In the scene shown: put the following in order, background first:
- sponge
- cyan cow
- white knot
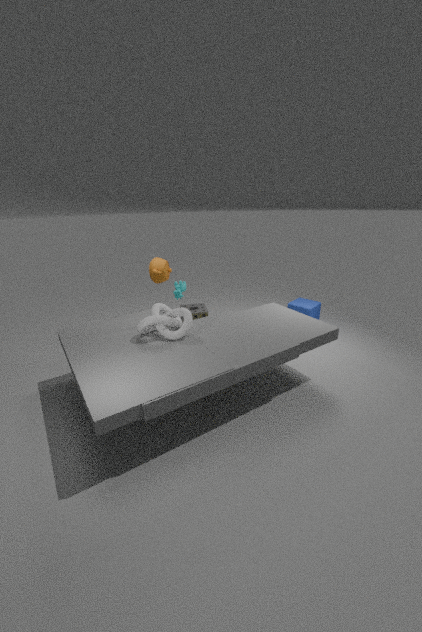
1. sponge
2. cyan cow
3. white knot
